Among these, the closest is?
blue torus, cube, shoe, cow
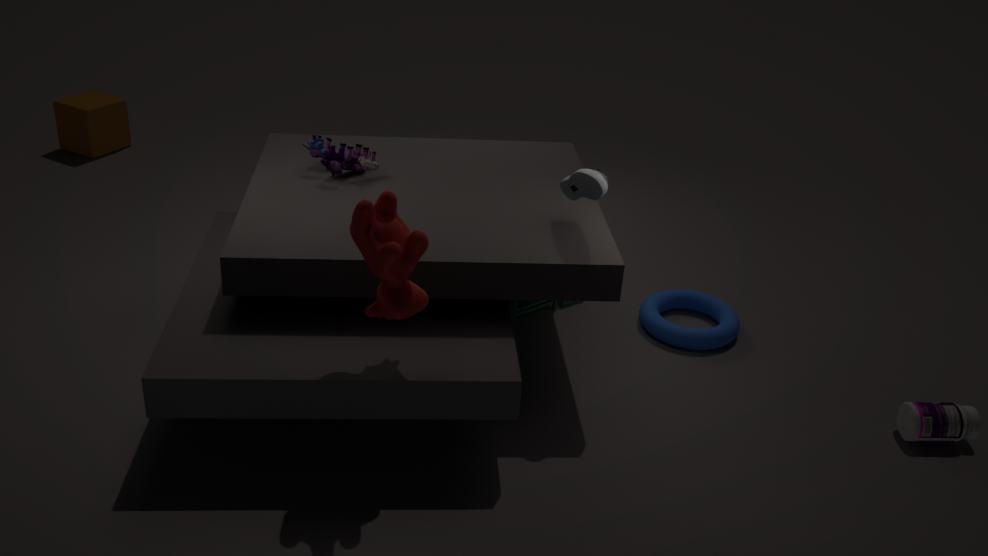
cow
